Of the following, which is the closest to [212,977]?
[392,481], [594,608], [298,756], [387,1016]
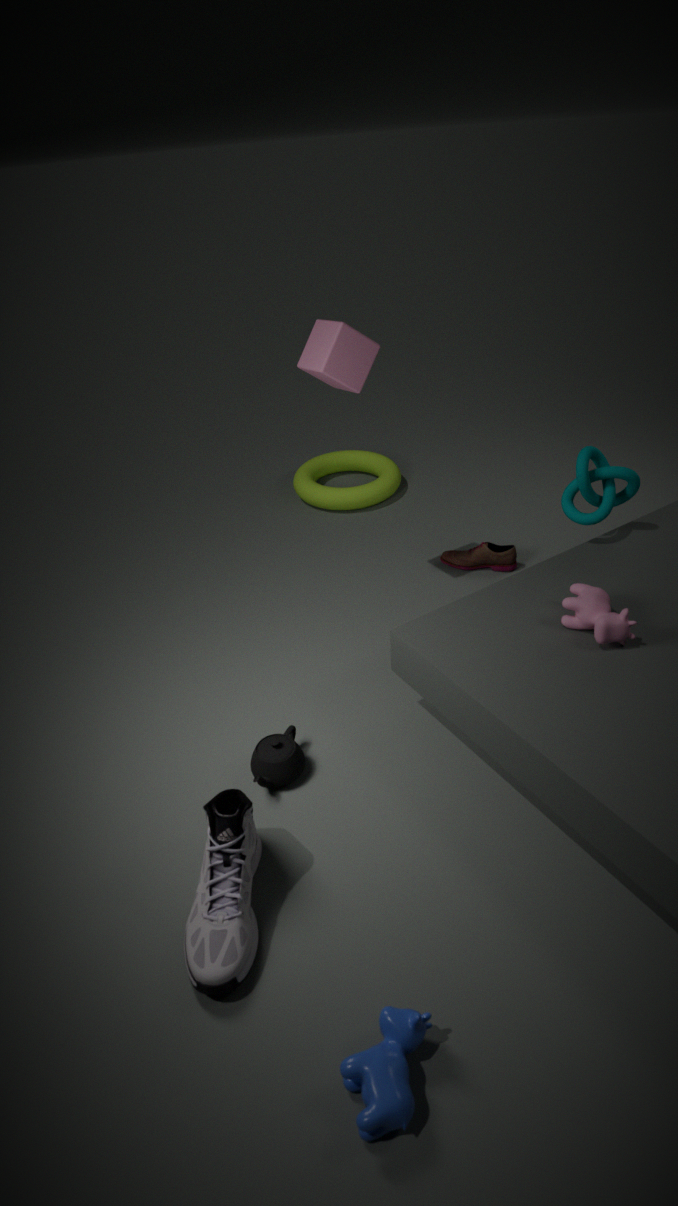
[298,756]
